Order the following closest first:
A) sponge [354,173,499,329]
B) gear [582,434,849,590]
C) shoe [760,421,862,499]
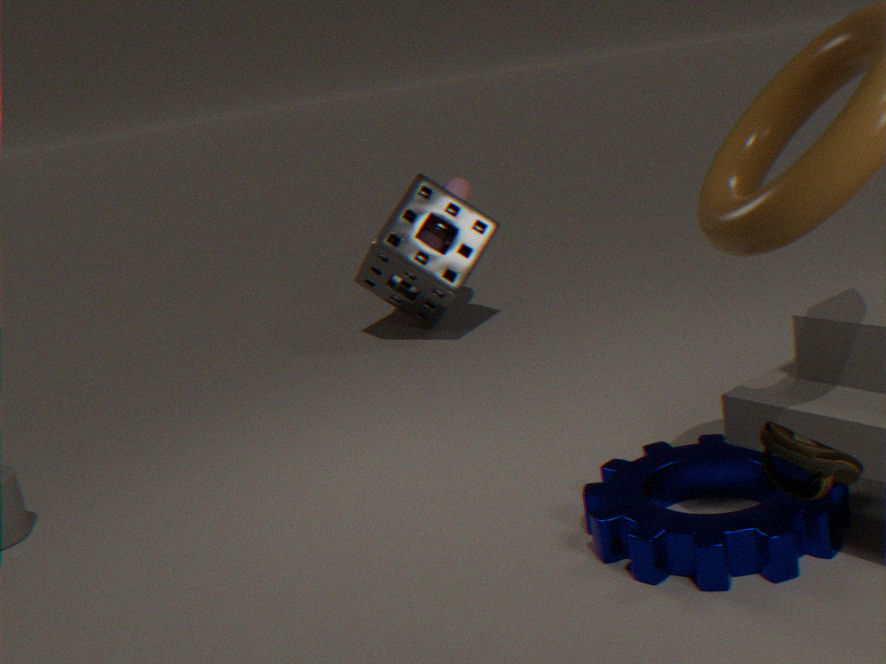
shoe [760,421,862,499] < gear [582,434,849,590] < sponge [354,173,499,329]
